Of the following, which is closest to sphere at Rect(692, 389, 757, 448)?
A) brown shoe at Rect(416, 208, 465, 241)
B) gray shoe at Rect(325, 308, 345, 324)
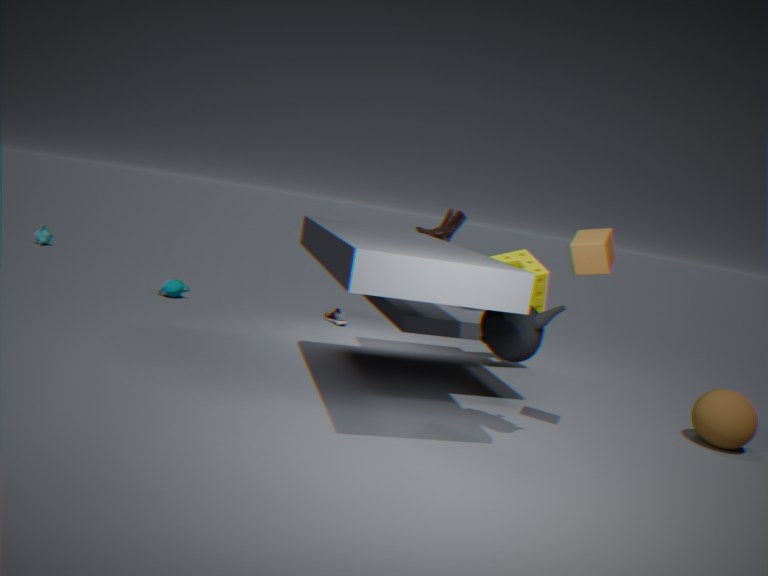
brown shoe at Rect(416, 208, 465, 241)
